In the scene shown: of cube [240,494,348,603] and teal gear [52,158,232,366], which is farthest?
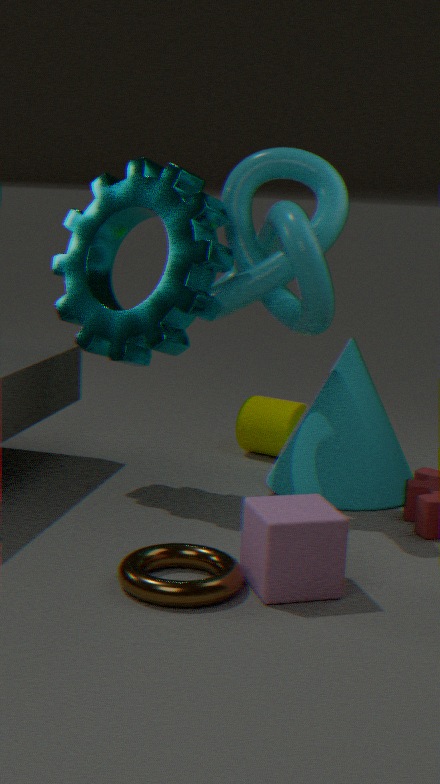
teal gear [52,158,232,366]
